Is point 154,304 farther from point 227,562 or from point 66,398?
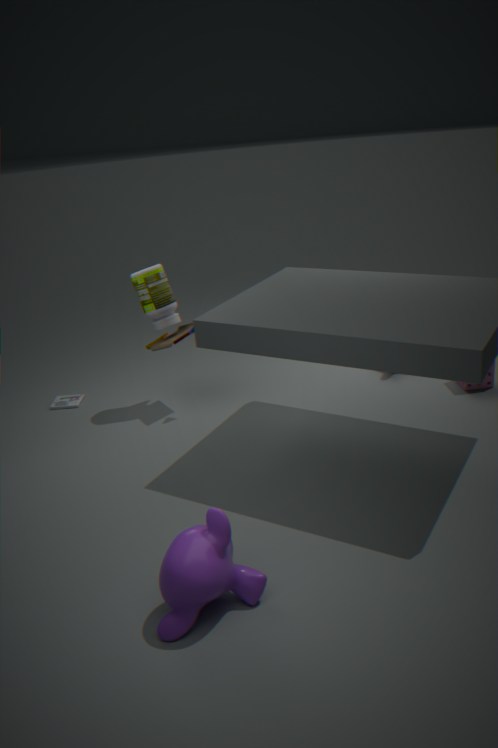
point 227,562
